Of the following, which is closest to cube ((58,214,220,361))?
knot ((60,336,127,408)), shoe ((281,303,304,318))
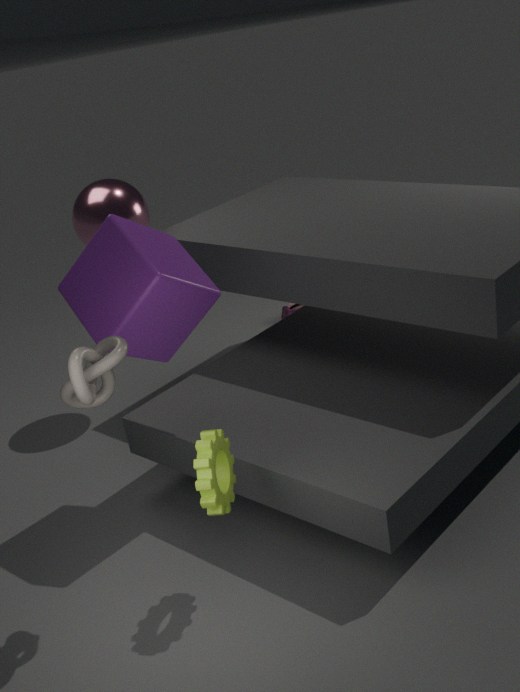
knot ((60,336,127,408))
